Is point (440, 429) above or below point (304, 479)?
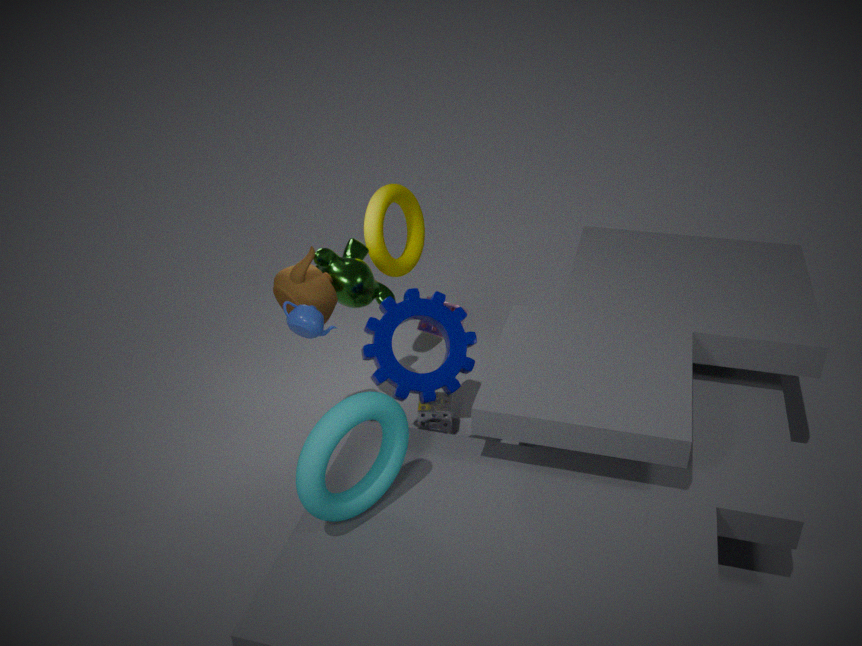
below
